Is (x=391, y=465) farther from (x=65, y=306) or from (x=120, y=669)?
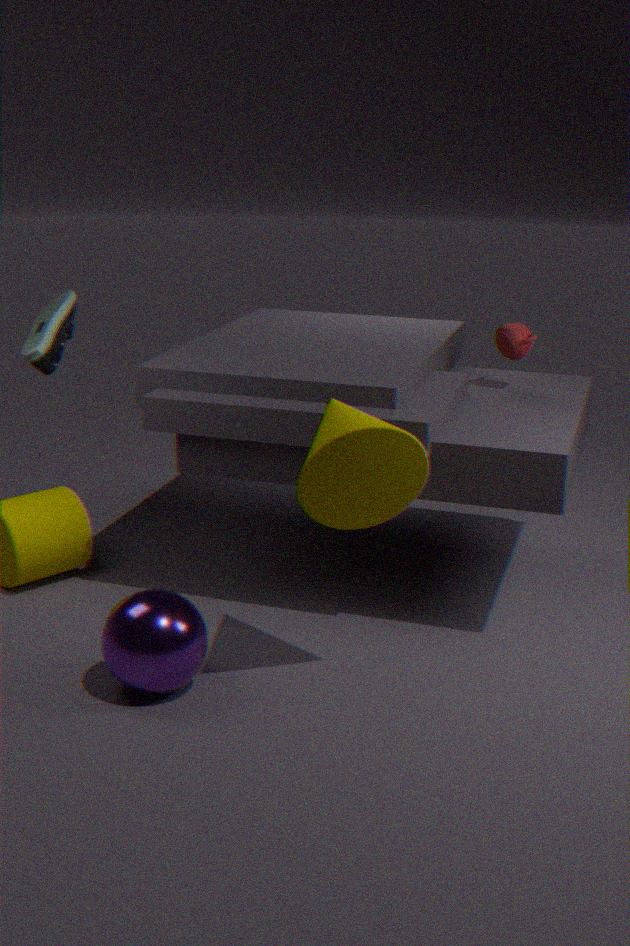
(x=65, y=306)
